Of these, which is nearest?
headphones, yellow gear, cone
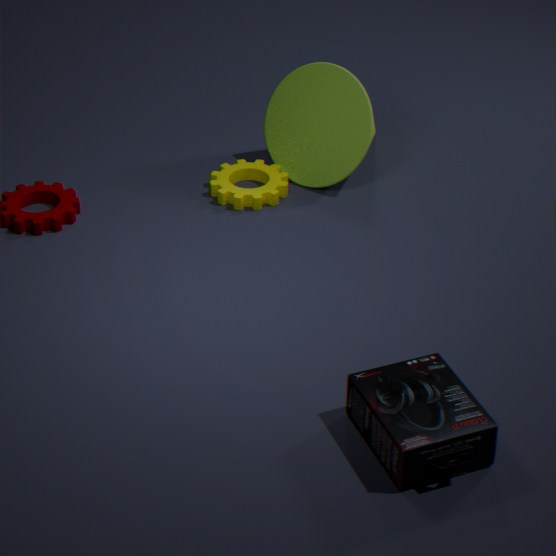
headphones
